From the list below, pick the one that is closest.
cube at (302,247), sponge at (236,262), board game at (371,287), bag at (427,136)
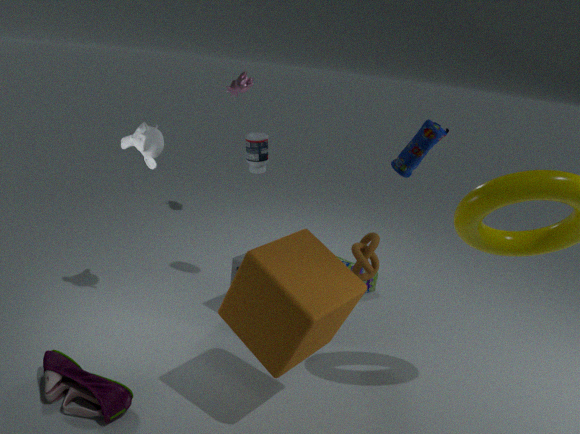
cube at (302,247)
